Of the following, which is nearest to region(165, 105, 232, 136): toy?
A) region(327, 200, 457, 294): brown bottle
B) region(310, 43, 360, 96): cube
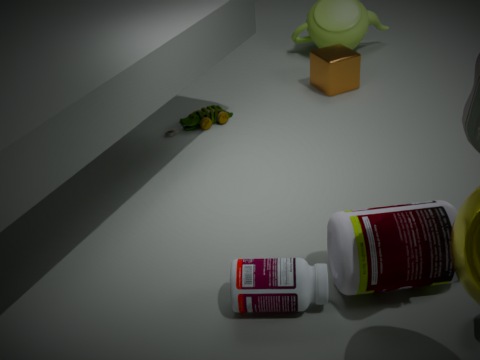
region(310, 43, 360, 96): cube
